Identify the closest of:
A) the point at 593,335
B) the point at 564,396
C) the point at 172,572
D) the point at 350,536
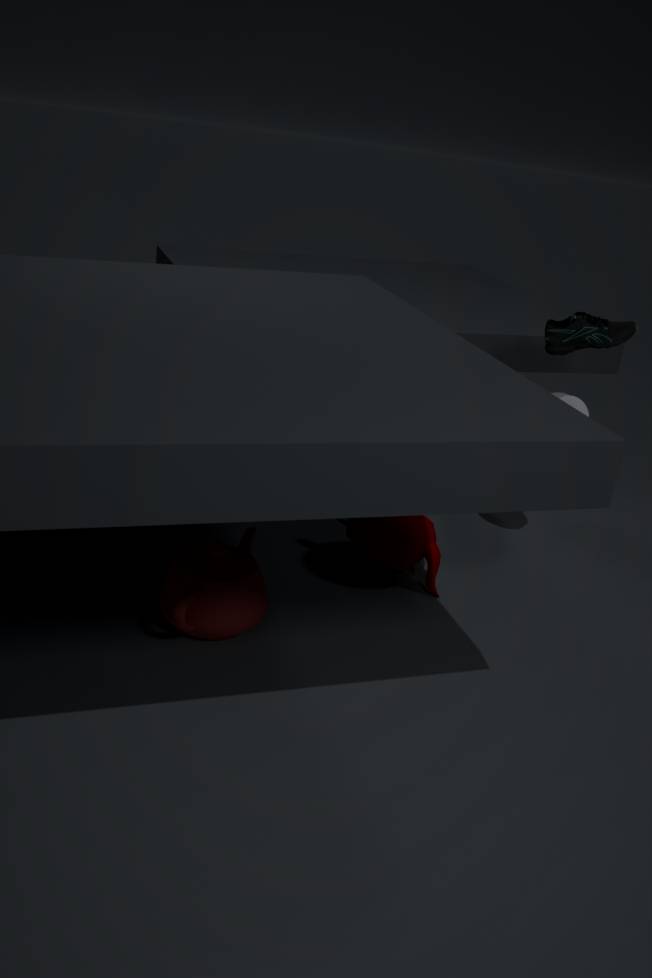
the point at 172,572
